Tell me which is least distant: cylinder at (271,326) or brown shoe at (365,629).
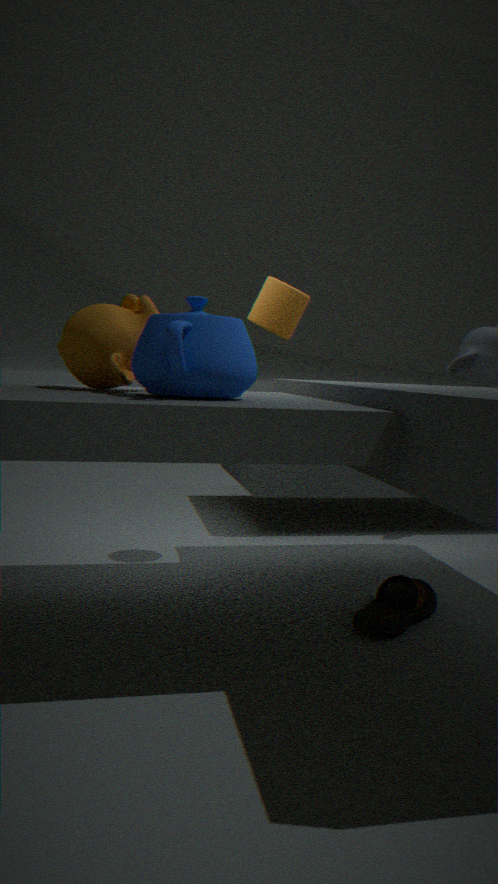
brown shoe at (365,629)
